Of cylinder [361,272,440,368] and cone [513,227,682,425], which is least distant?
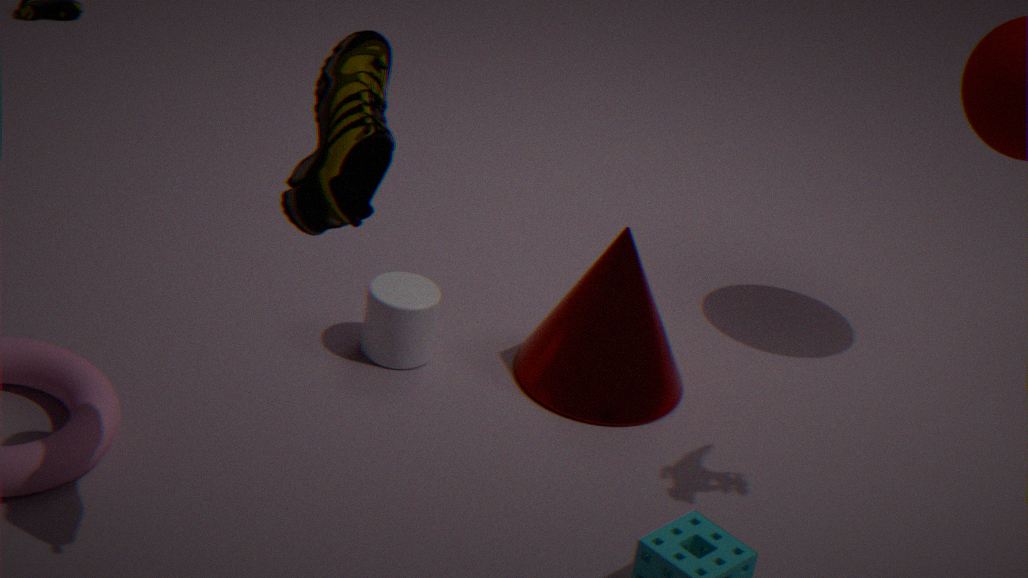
cone [513,227,682,425]
